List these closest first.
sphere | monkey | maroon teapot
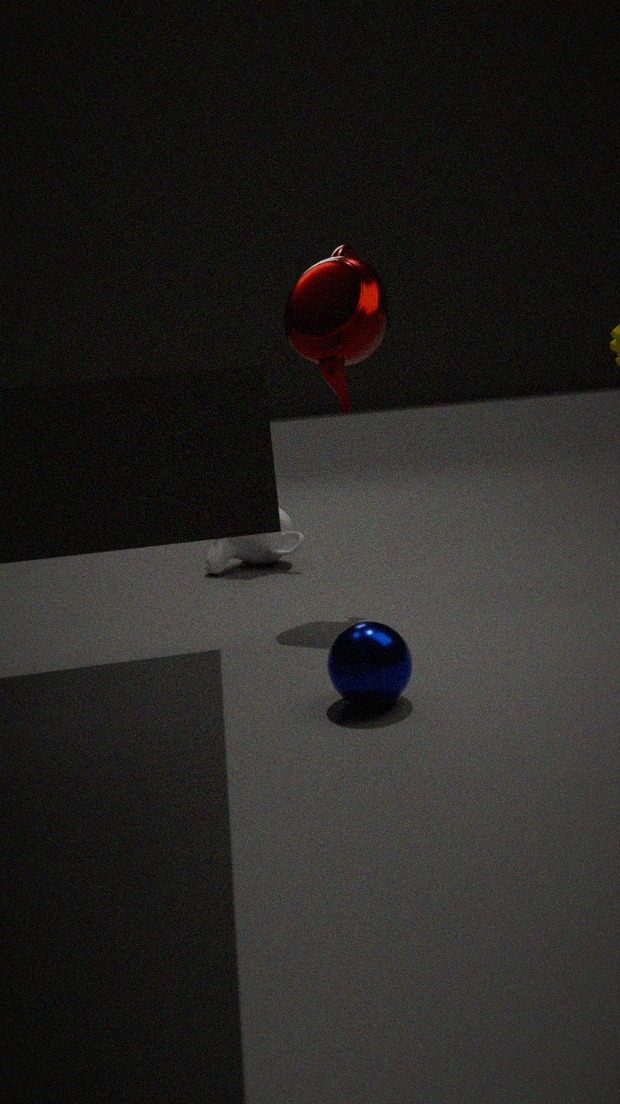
sphere → maroon teapot → monkey
